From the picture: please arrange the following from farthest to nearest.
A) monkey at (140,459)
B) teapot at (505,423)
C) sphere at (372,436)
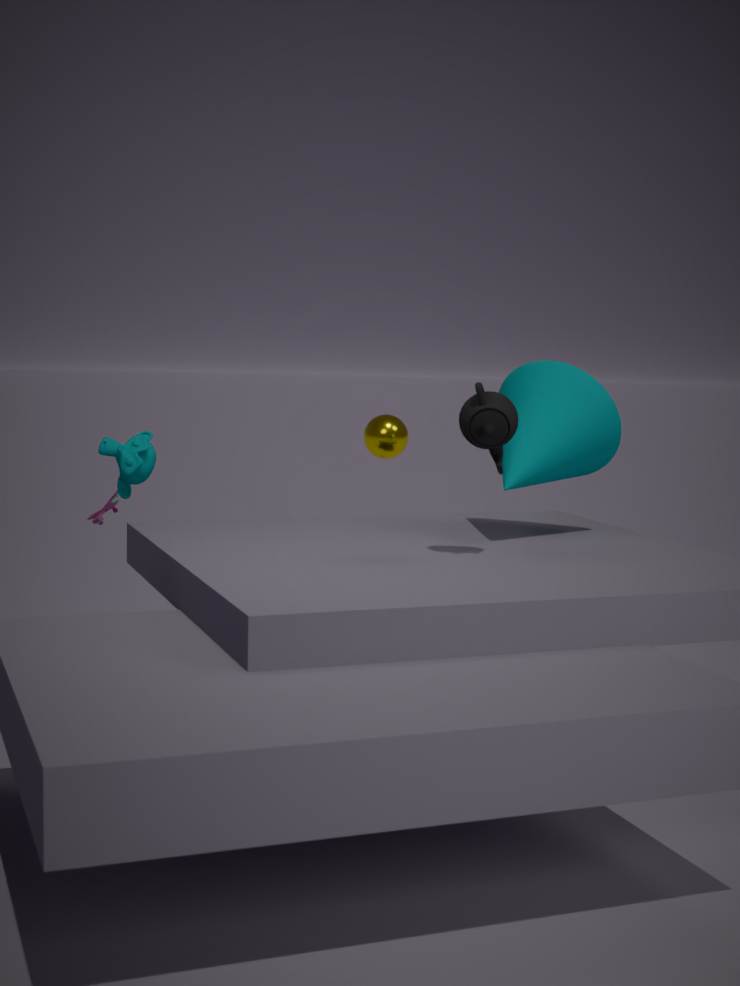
sphere at (372,436), monkey at (140,459), teapot at (505,423)
